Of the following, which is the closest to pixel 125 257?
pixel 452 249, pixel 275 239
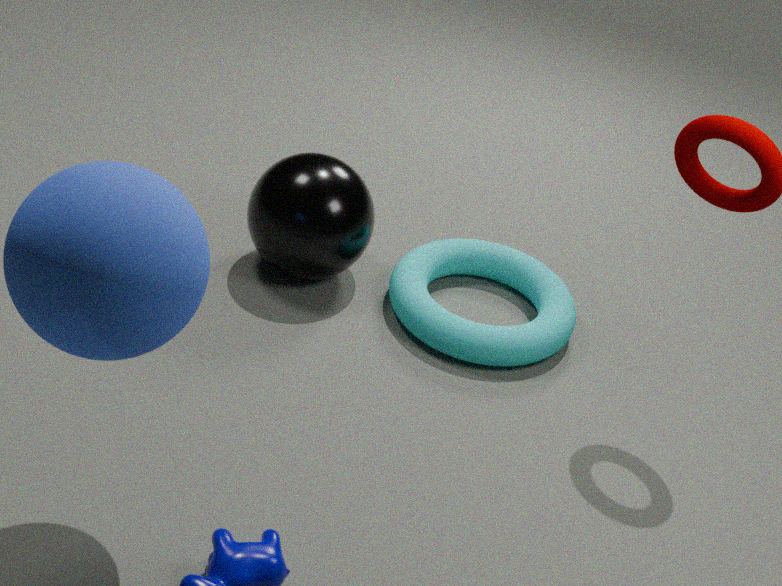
pixel 275 239
